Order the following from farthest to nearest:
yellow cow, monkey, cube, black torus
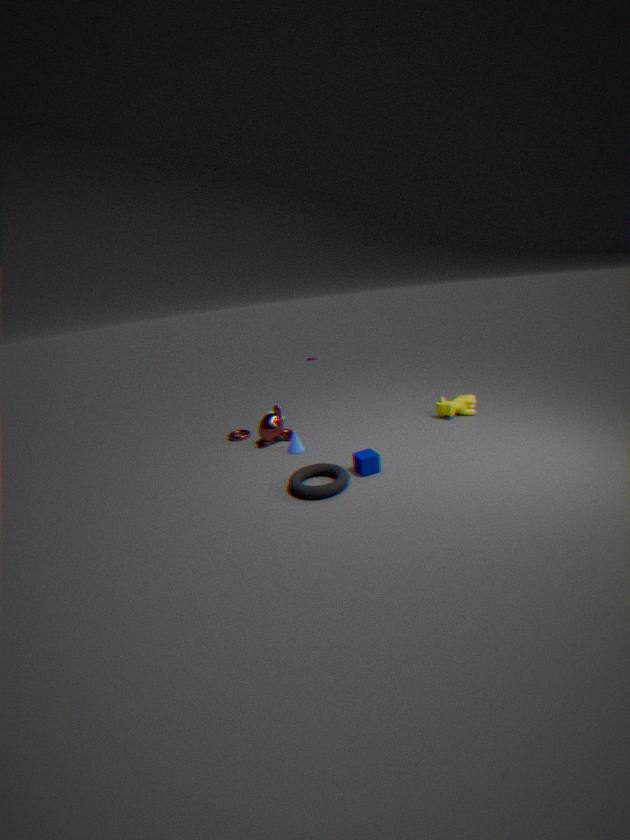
1. yellow cow
2. monkey
3. cube
4. black torus
